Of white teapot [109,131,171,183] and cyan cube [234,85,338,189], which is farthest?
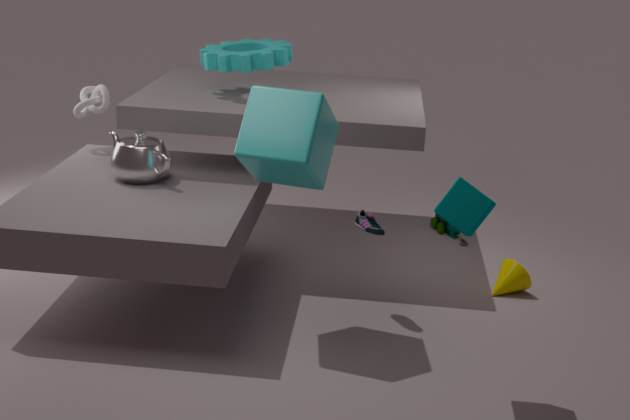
white teapot [109,131,171,183]
